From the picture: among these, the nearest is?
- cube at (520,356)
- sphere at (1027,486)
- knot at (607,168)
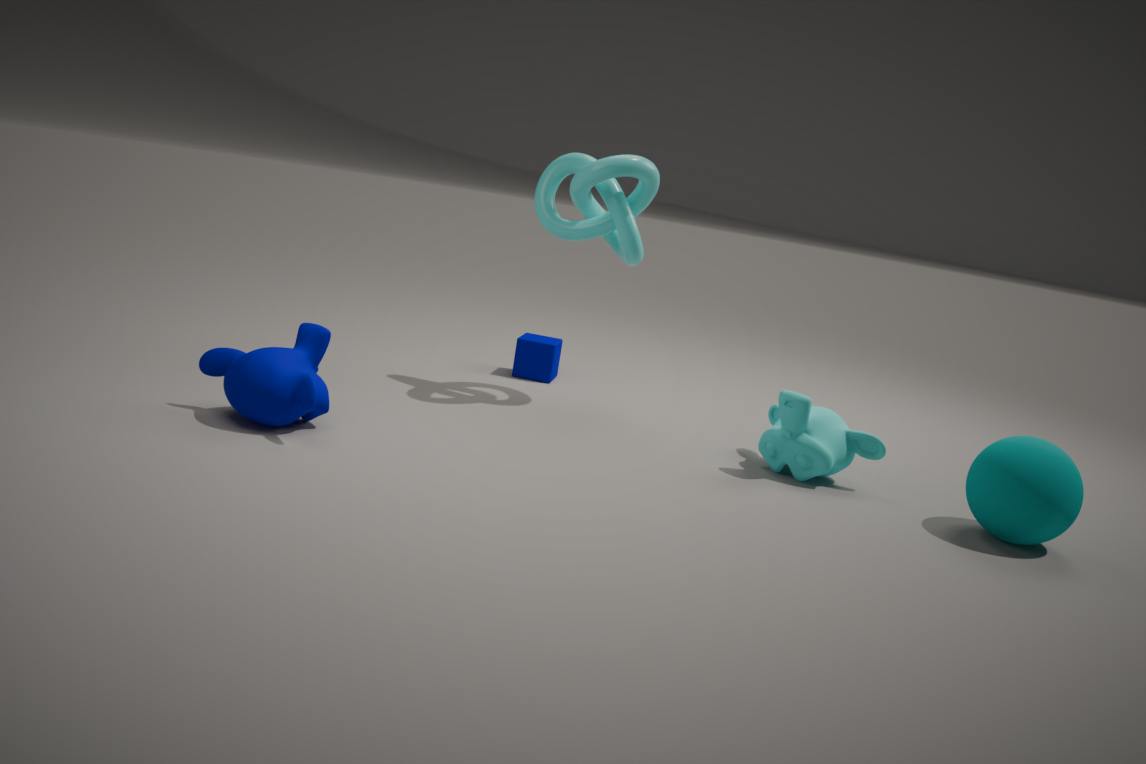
sphere at (1027,486)
